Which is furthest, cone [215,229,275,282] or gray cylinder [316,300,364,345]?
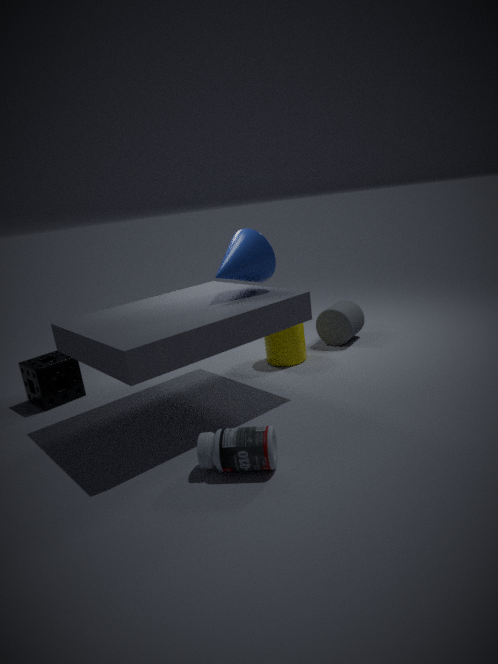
gray cylinder [316,300,364,345]
